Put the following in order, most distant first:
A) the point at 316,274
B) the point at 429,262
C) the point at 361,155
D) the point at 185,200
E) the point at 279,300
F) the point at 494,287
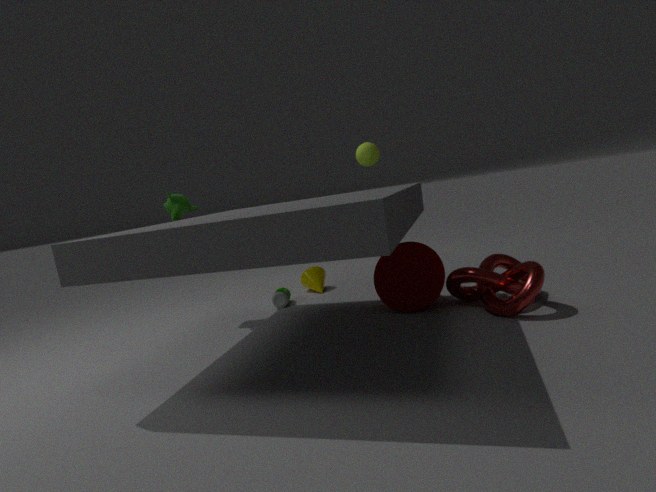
the point at 316,274 → the point at 361,155 → the point at 279,300 → the point at 185,200 → the point at 429,262 → the point at 494,287
